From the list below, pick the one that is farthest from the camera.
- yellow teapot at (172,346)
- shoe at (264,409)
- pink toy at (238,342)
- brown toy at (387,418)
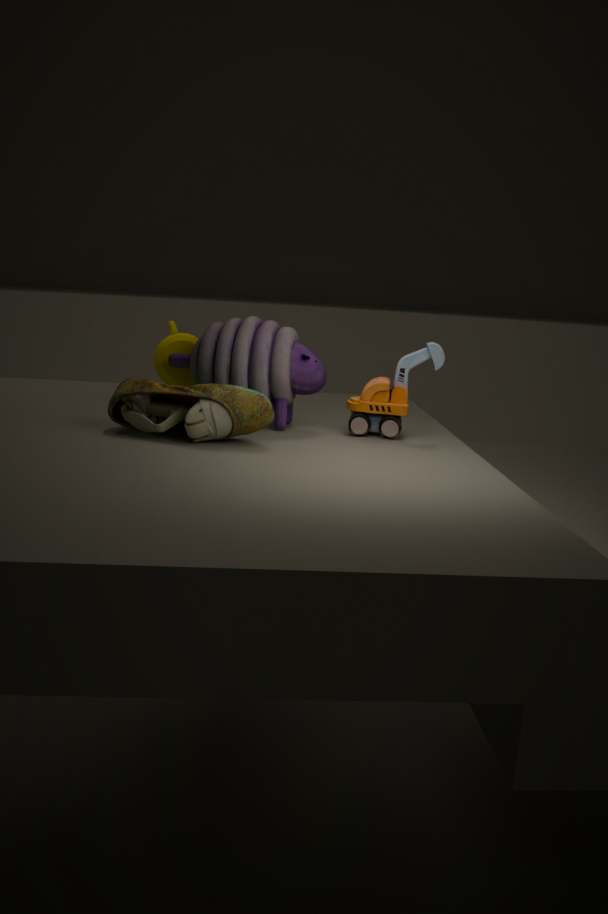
yellow teapot at (172,346)
